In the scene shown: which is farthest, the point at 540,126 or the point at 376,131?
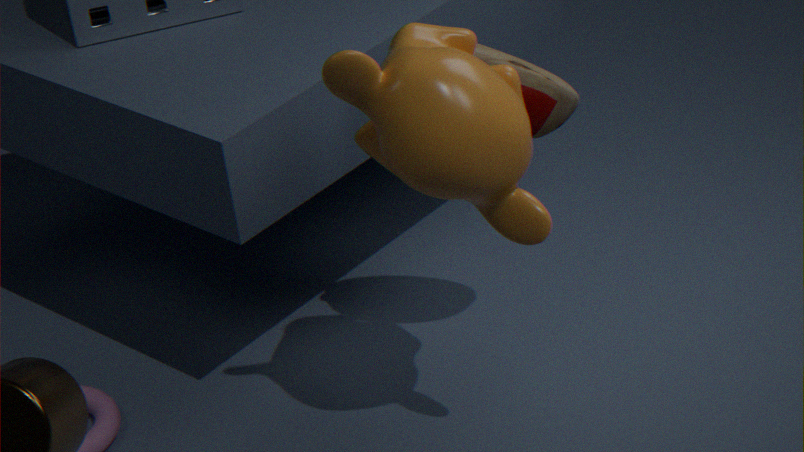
the point at 540,126
